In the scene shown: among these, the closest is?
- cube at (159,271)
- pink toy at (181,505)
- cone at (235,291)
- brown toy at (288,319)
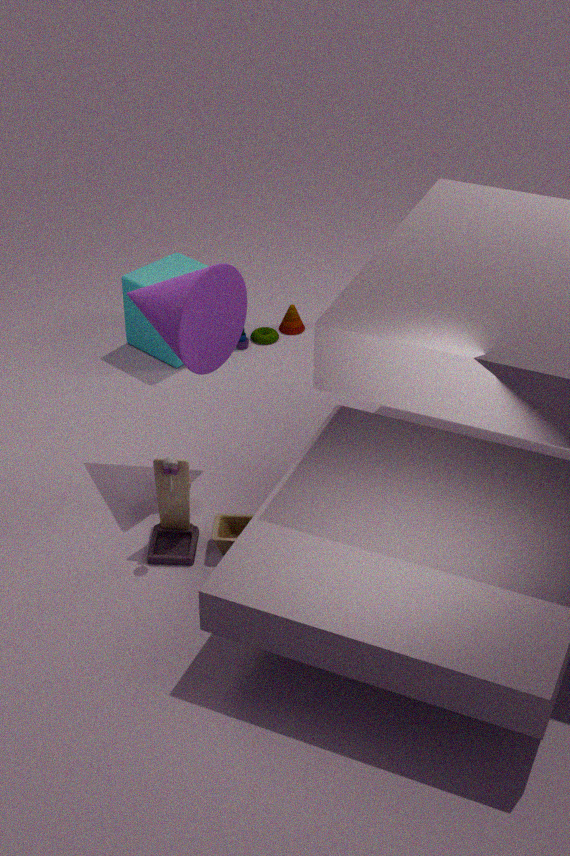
A: pink toy at (181,505)
